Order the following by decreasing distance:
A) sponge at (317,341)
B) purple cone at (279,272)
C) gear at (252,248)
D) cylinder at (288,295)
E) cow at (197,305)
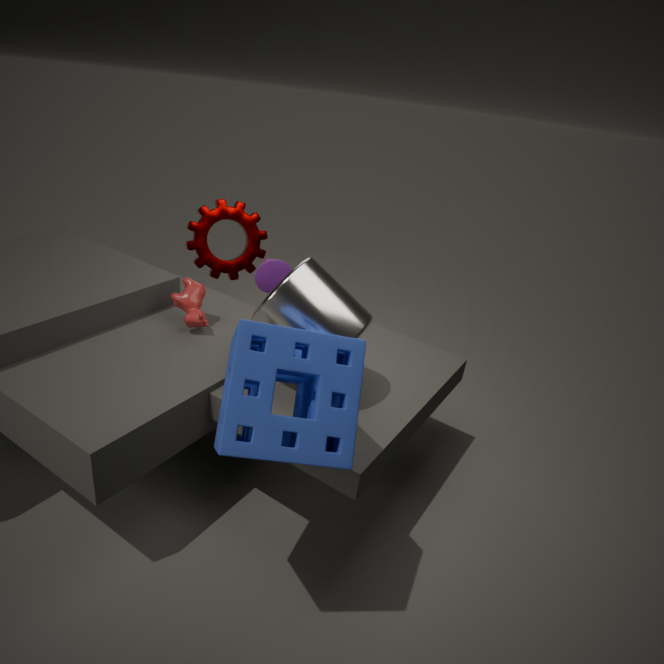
1. gear at (252,248)
2. purple cone at (279,272)
3. cow at (197,305)
4. cylinder at (288,295)
5. sponge at (317,341)
